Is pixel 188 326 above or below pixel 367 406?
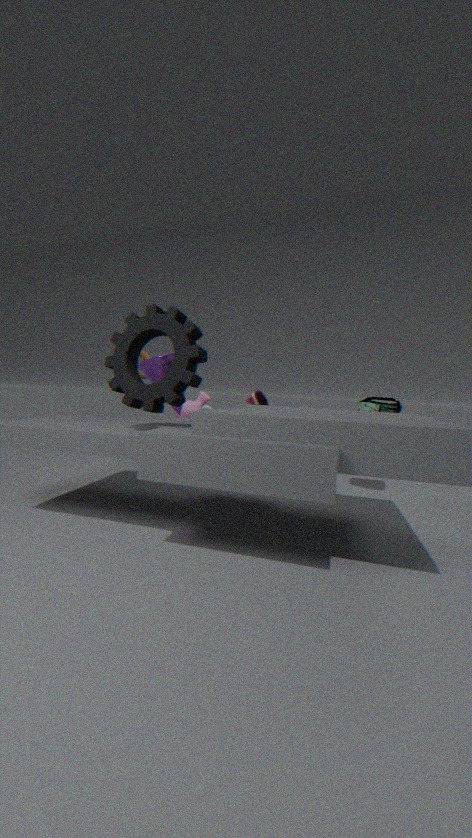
above
